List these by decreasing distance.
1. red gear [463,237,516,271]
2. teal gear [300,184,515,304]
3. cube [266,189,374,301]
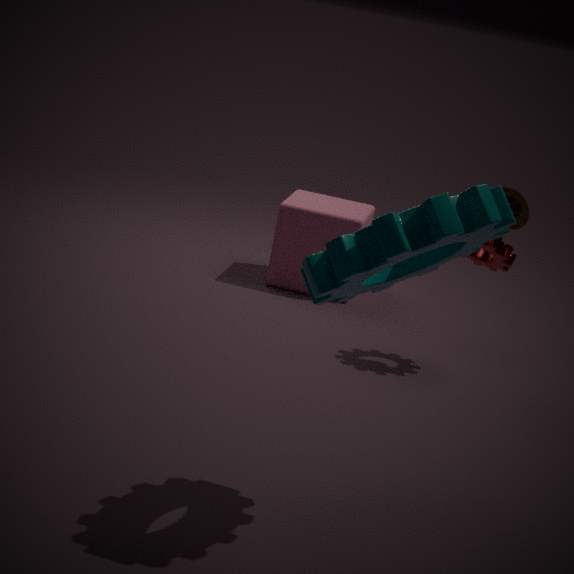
cube [266,189,374,301]
red gear [463,237,516,271]
teal gear [300,184,515,304]
